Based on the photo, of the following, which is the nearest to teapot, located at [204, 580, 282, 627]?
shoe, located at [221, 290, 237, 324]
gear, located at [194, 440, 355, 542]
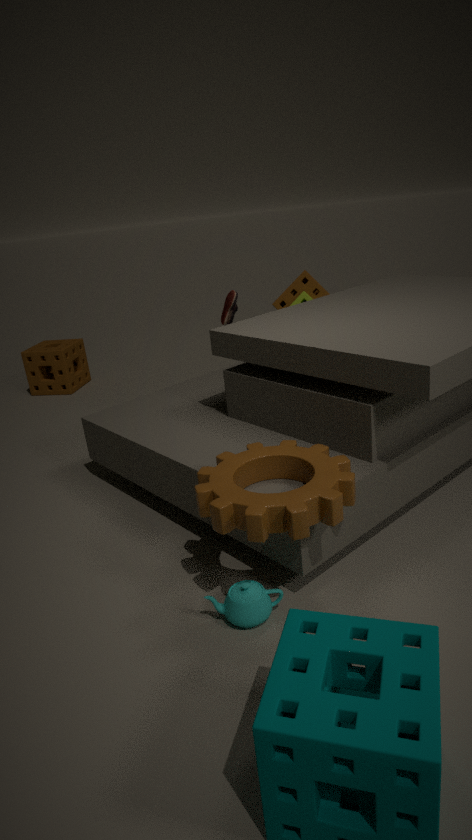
gear, located at [194, 440, 355, 542]
